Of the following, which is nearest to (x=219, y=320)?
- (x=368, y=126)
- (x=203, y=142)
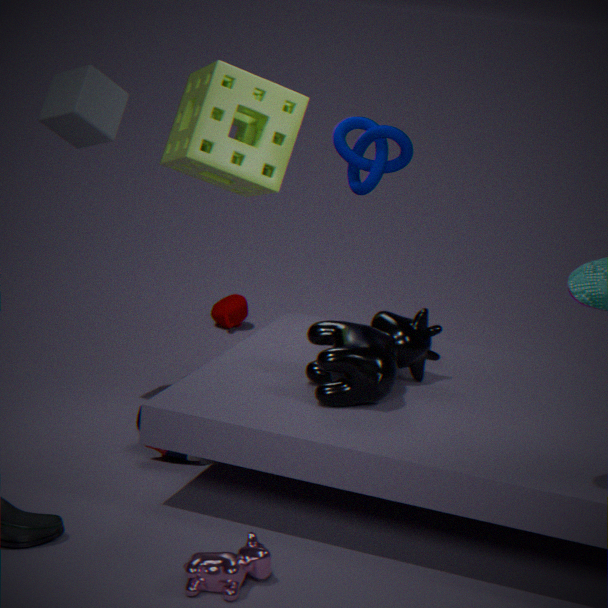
(x=203, y=142)
